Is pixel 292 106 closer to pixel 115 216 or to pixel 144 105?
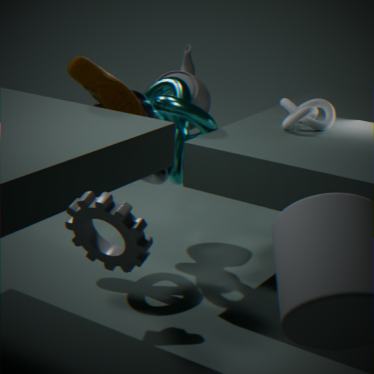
pixel 144 105
